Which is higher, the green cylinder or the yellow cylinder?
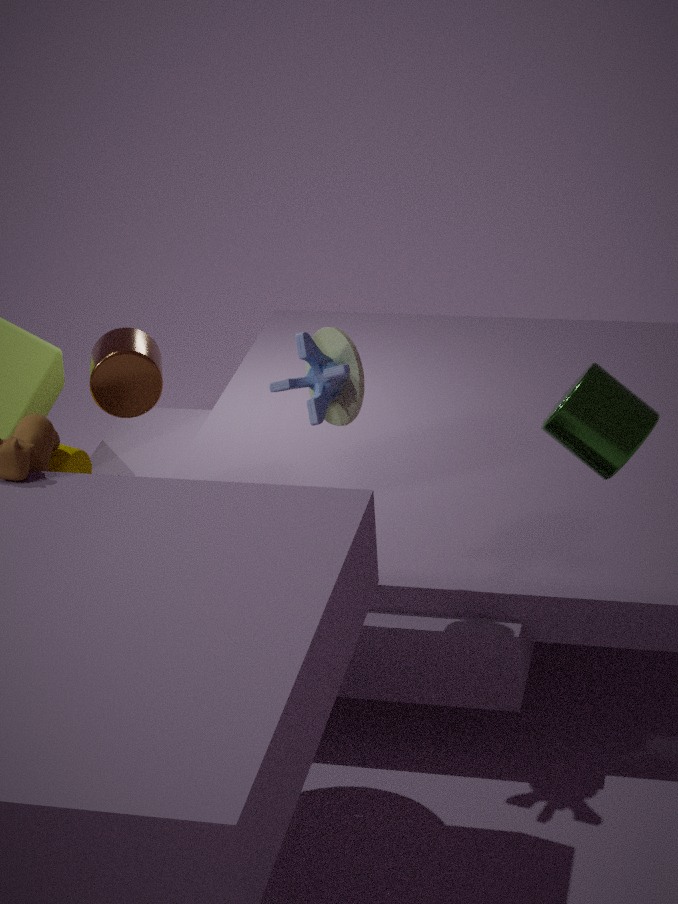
the green cylinder
